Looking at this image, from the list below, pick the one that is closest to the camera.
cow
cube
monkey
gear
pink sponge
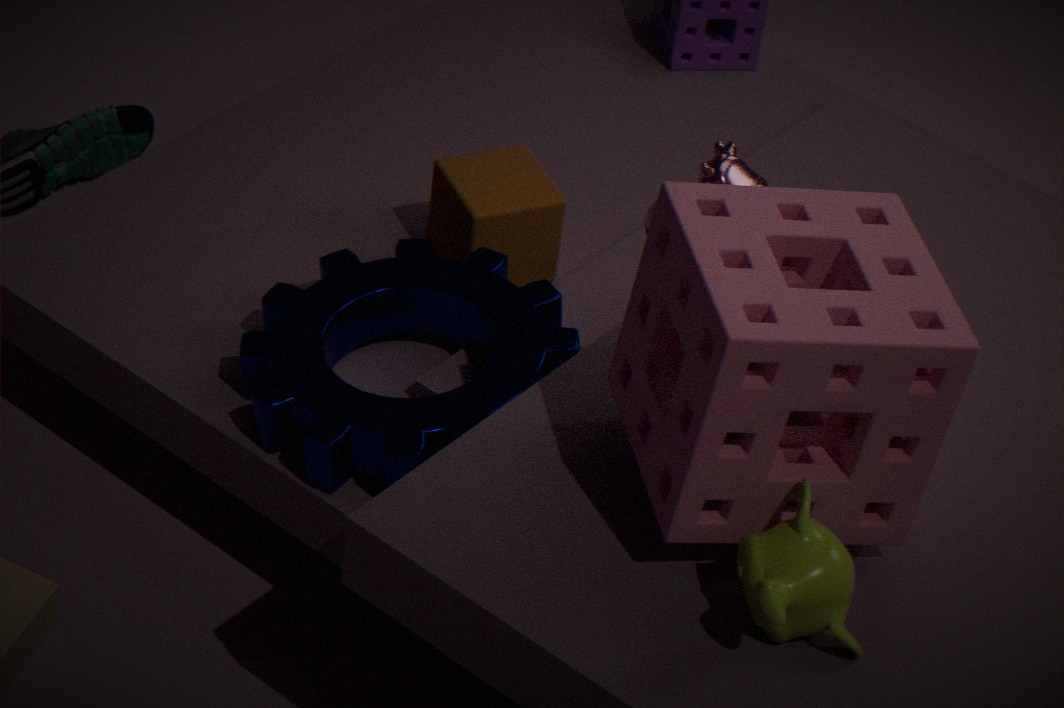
pink sponge
